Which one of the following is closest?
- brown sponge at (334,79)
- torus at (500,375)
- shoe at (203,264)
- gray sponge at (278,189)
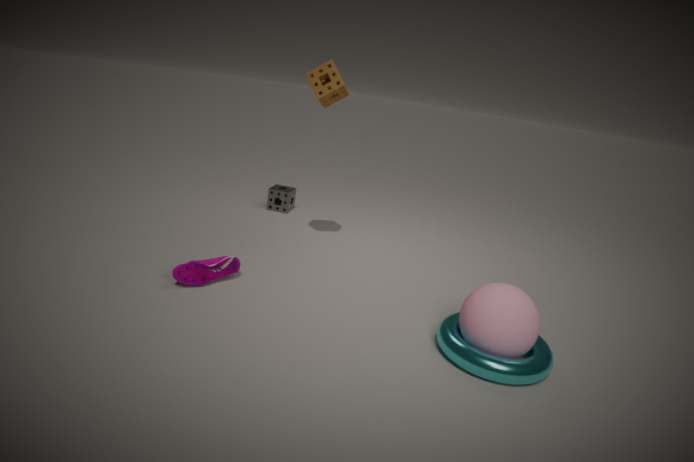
torus at (500,375)
